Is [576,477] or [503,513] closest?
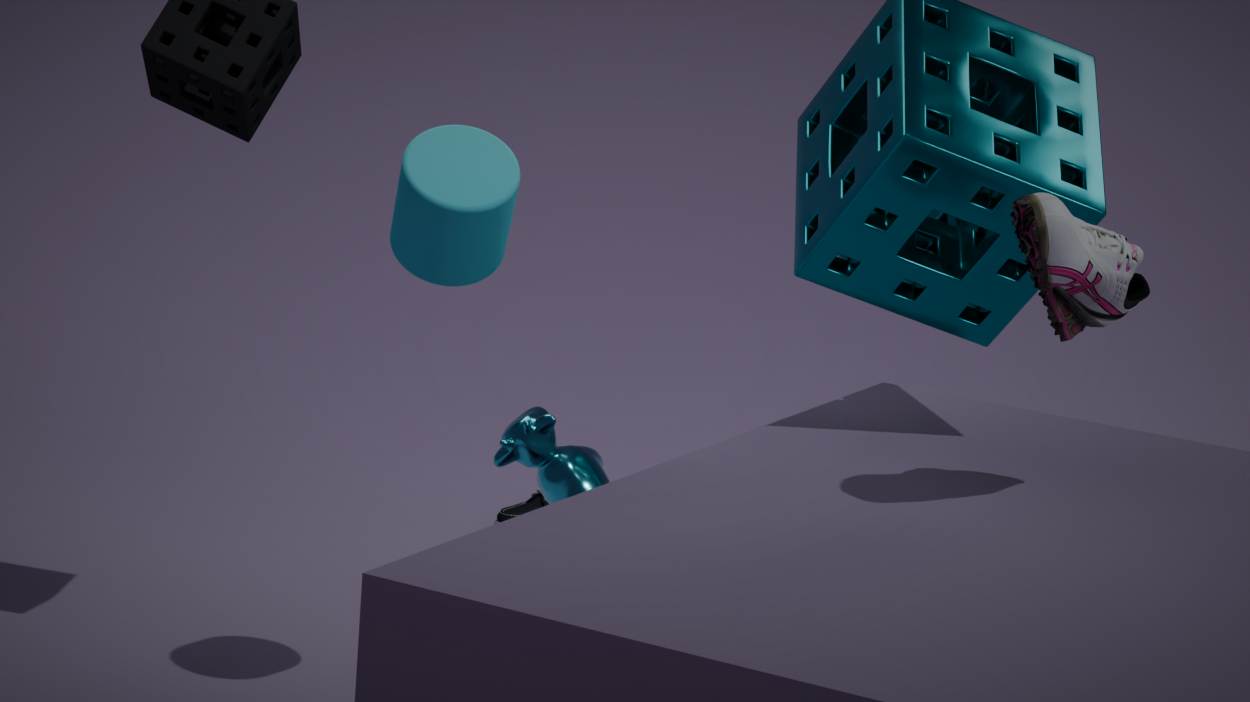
[576,477]
